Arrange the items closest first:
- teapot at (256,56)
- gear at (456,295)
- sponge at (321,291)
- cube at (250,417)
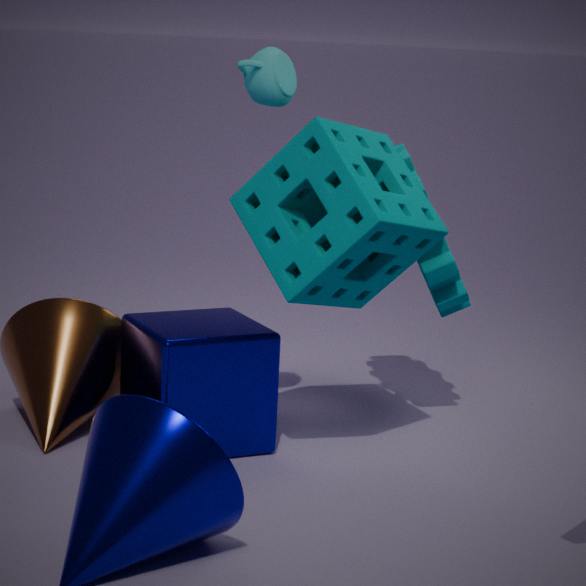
sponge at (321,291) → teapot at (256,56) → cube at (250,417) → gear at (456,295)
